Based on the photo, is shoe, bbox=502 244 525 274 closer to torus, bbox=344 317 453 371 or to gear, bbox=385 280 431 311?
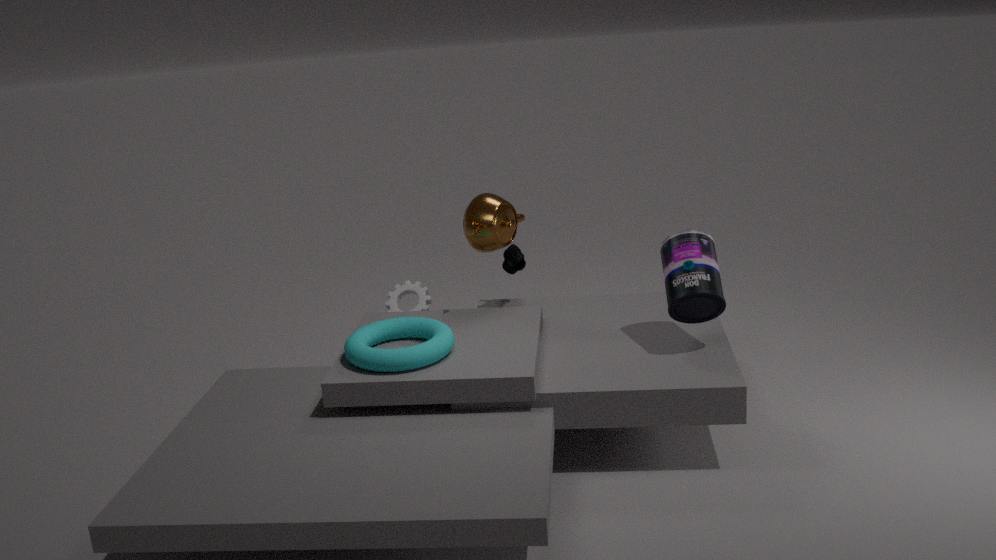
gear, bbox=385 280 431 311
